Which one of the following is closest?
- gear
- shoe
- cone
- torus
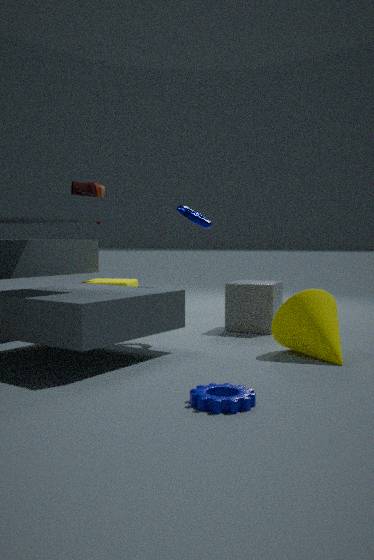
gear
